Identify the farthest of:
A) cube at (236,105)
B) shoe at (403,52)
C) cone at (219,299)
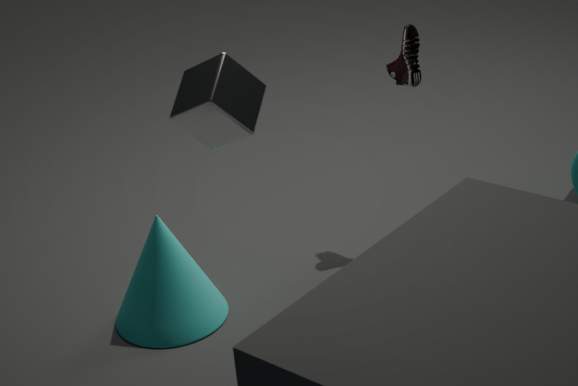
shoe at (403,52)
